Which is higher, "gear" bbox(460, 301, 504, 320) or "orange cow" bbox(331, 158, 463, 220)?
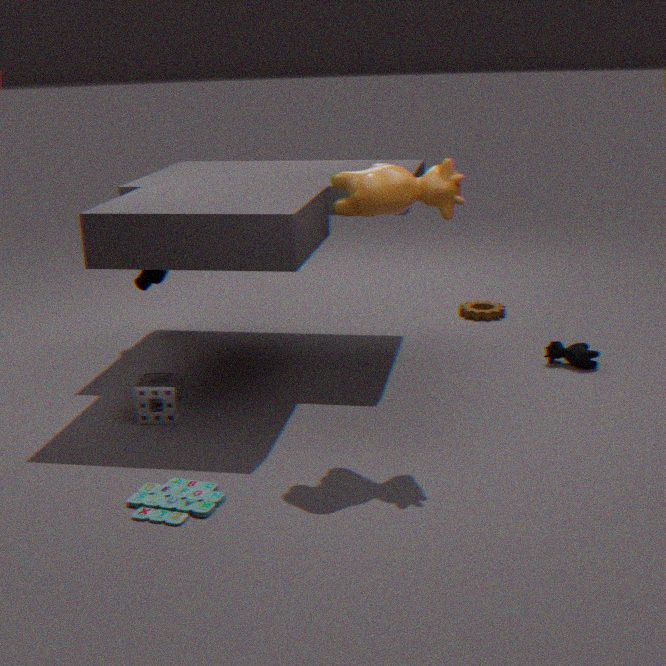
"orange cow" bbox(331, 158, 463, 220)
